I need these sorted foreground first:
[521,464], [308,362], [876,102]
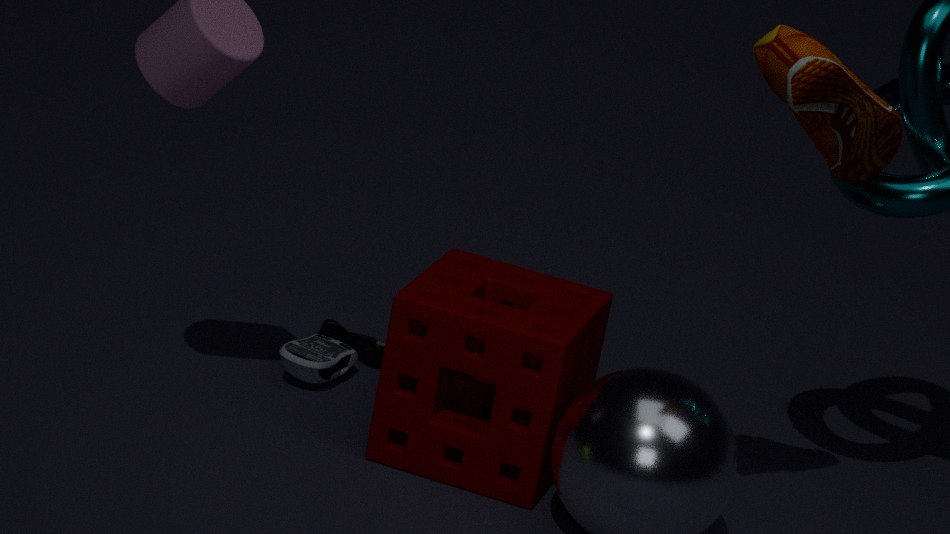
[876,102]
[521,464]
[308,362]
